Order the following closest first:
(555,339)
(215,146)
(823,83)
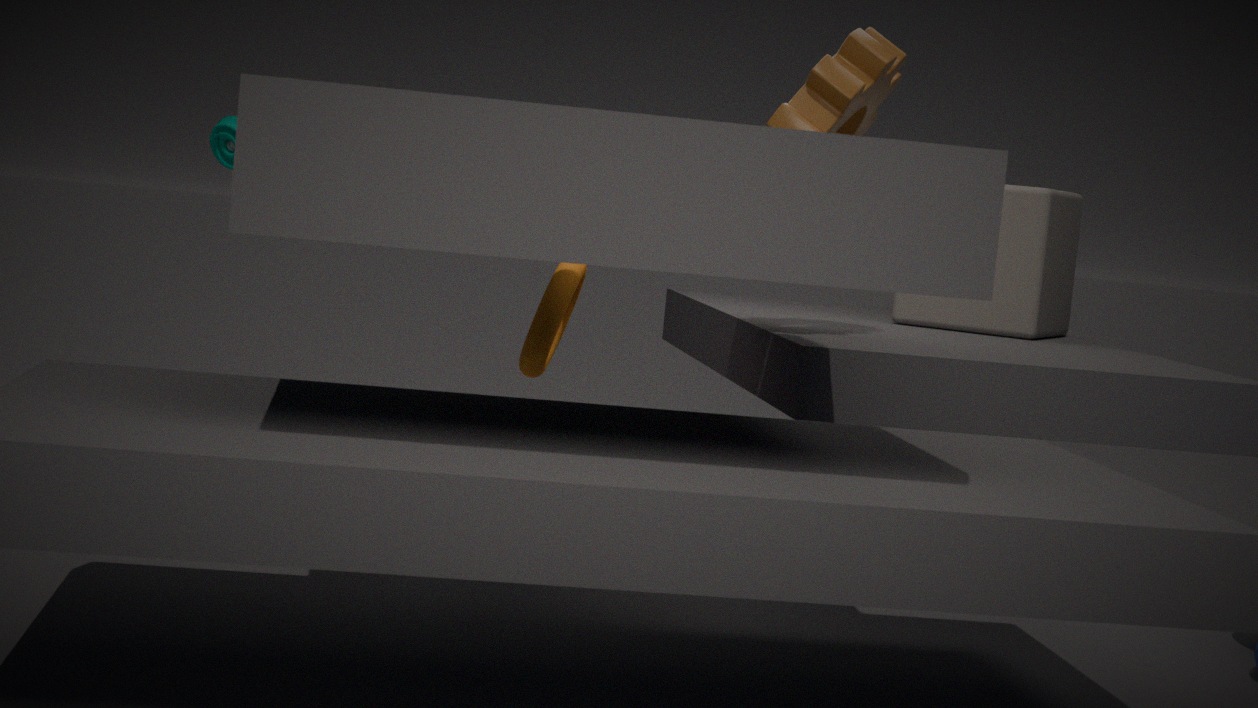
(823,83), (555,339), (215,146)
